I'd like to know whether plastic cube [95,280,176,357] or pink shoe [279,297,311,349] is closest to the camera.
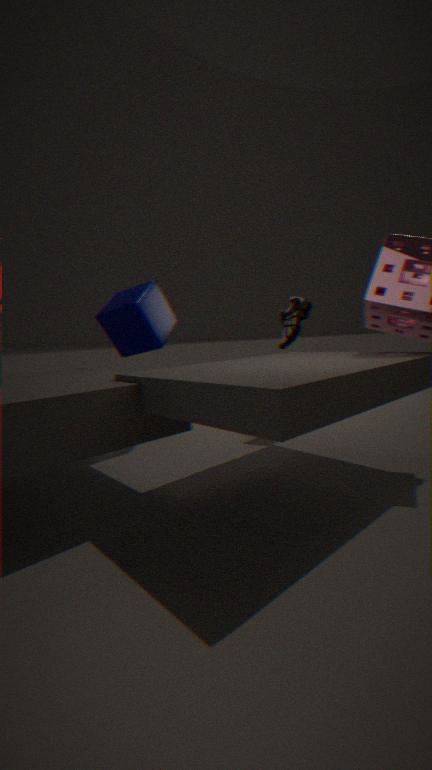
plastic cube [95,280,176,357]
